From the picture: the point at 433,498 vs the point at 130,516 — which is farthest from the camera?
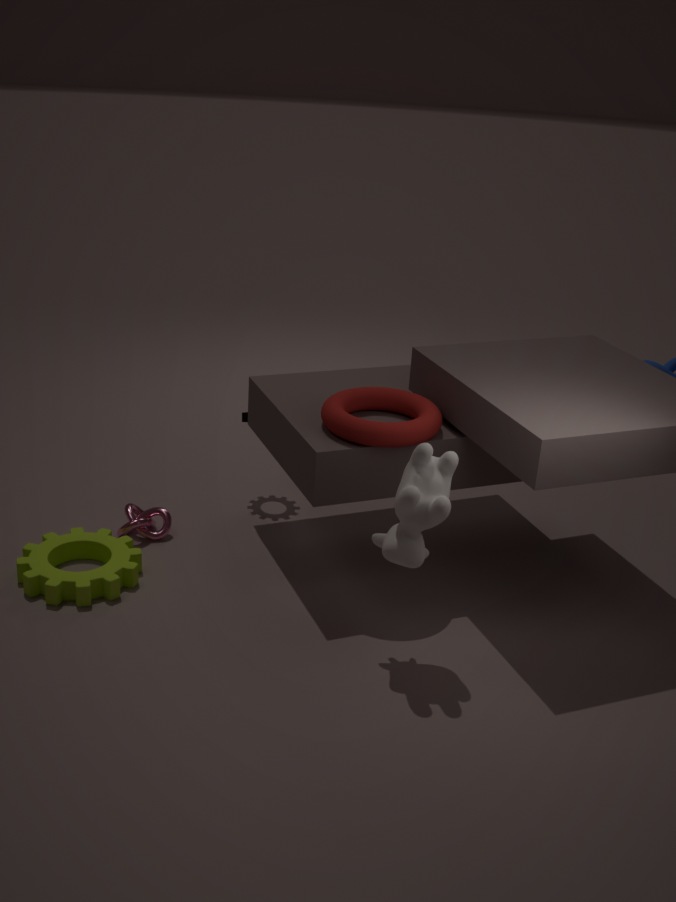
the point at 130,516
